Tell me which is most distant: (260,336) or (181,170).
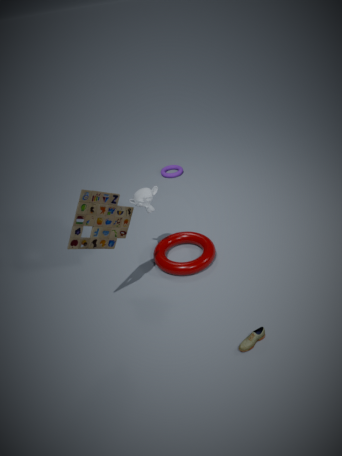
(181,170)
